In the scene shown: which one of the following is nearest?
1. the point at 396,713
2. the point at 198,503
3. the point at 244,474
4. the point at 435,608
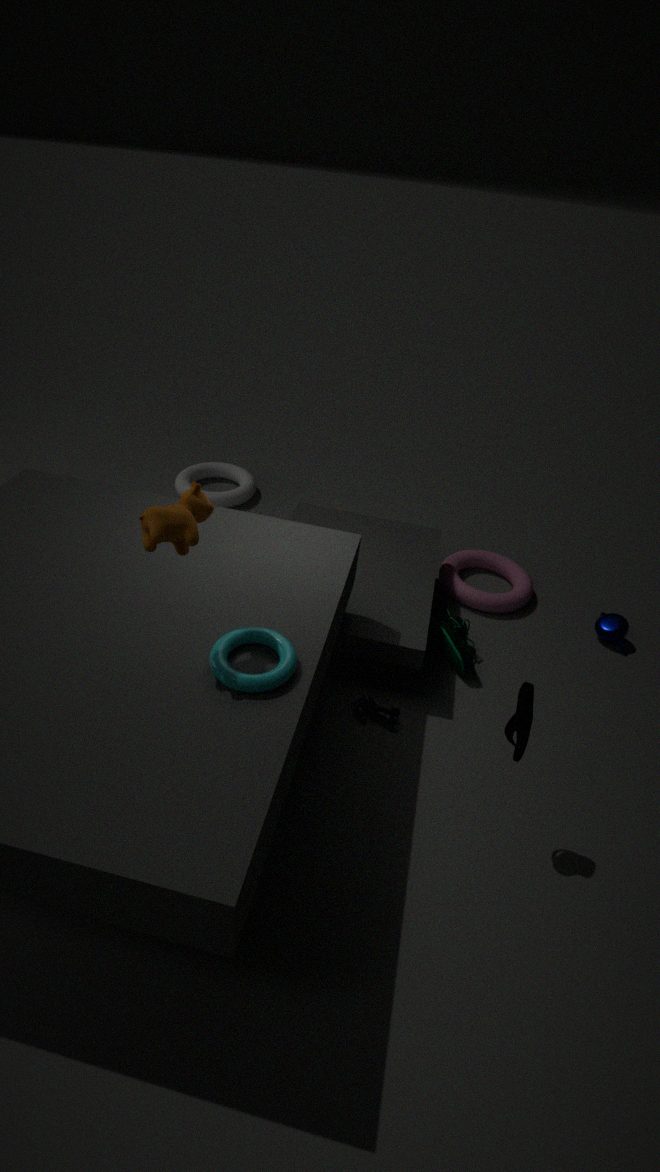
the point at 198,503
